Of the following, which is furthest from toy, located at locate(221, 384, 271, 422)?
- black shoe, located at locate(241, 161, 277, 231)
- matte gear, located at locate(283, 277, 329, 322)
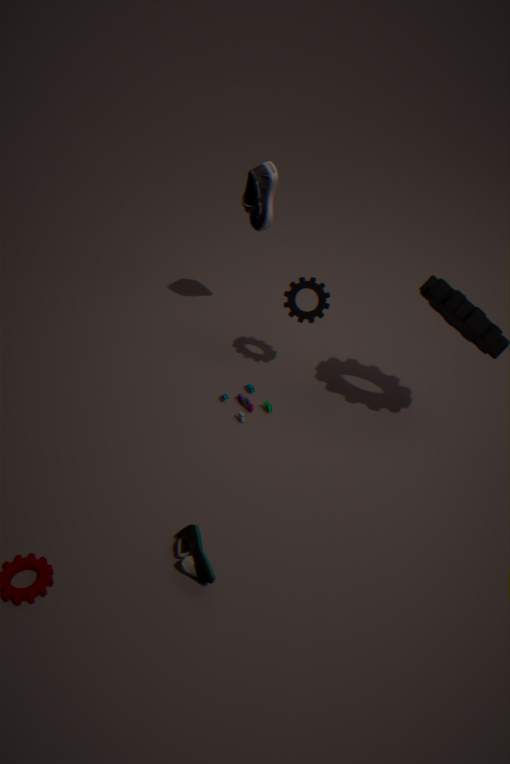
black shoe, located at locate(241, 161, 277, 231)
